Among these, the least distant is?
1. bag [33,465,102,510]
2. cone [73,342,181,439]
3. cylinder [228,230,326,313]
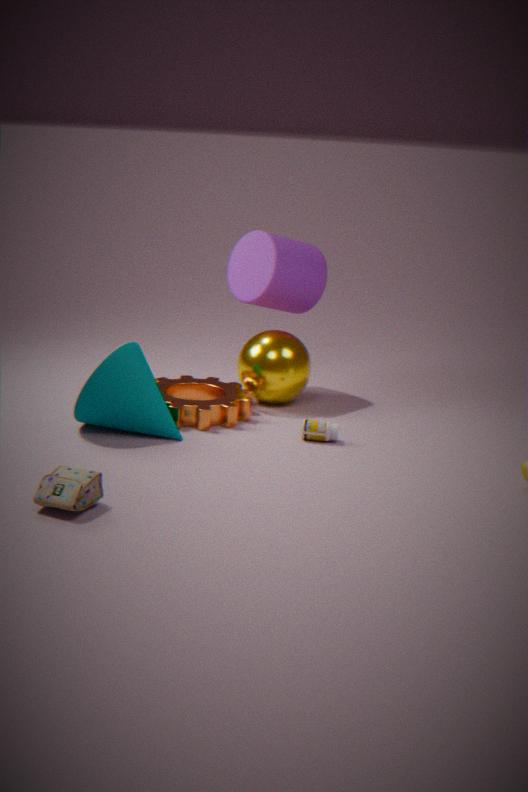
bag [33,465,102,510]
